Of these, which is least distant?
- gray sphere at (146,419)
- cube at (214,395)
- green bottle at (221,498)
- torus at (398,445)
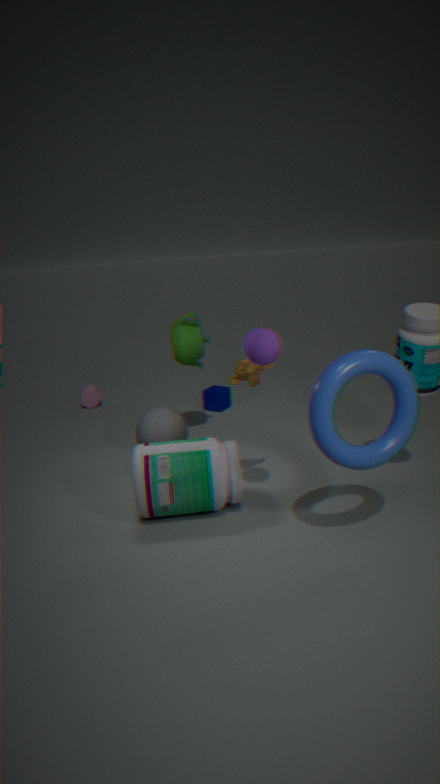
torus at (398,445)
